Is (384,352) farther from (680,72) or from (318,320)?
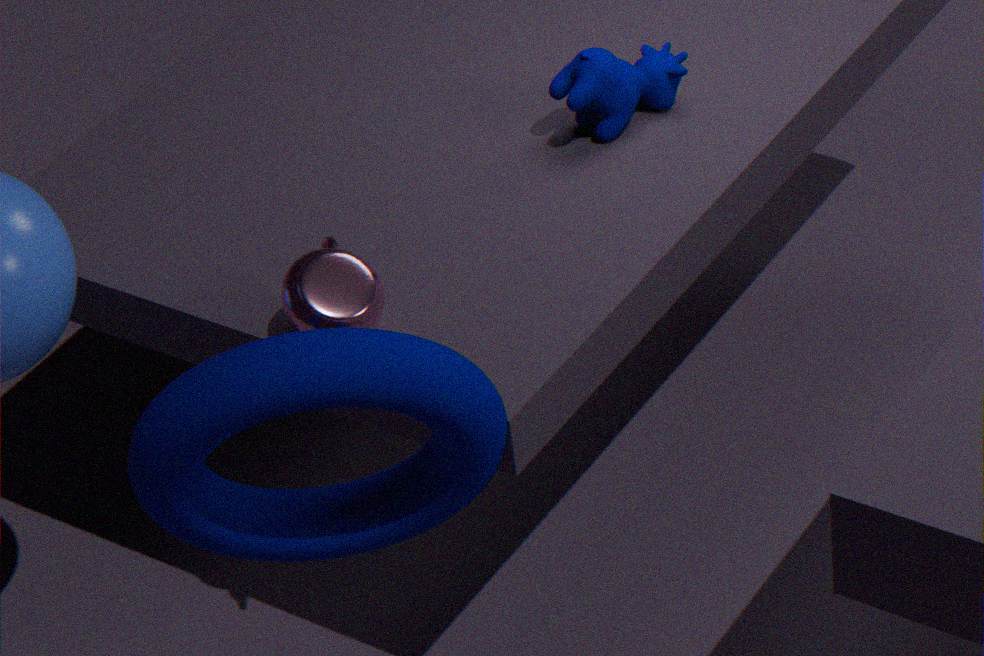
(680,72)
